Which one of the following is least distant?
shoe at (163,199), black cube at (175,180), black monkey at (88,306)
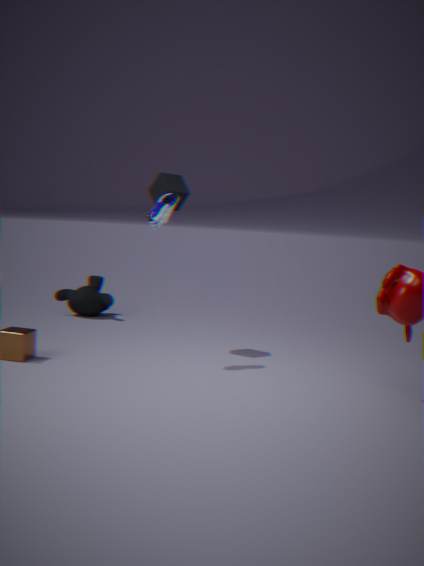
shoe at (163,199)
